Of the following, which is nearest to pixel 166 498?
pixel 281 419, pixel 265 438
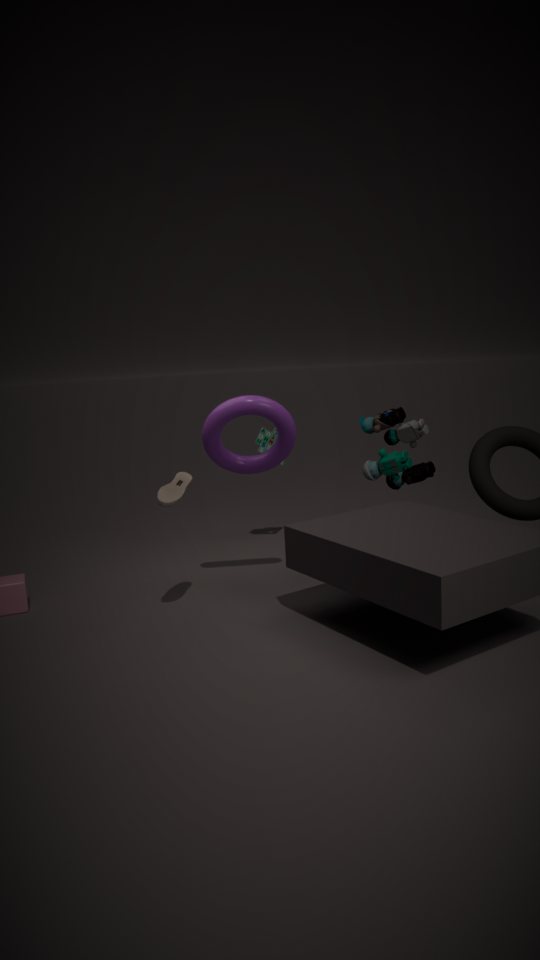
pixel 281 419
